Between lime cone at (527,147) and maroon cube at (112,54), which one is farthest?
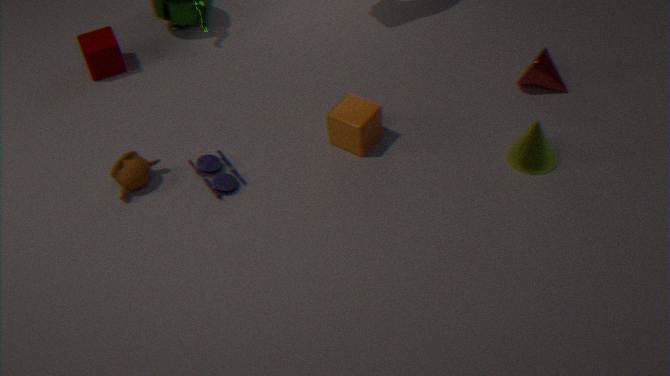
maroon cube at (112,54)
